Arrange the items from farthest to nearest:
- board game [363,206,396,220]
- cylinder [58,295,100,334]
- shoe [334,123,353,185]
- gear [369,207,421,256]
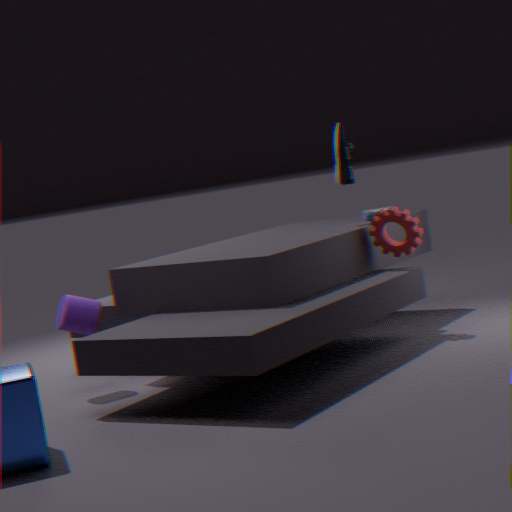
1. board game [363,206,396,220]
2. shoe [334,123,353,185]
3. gear [369,207,421,256]
4. cylinder [58,295,100,334]
